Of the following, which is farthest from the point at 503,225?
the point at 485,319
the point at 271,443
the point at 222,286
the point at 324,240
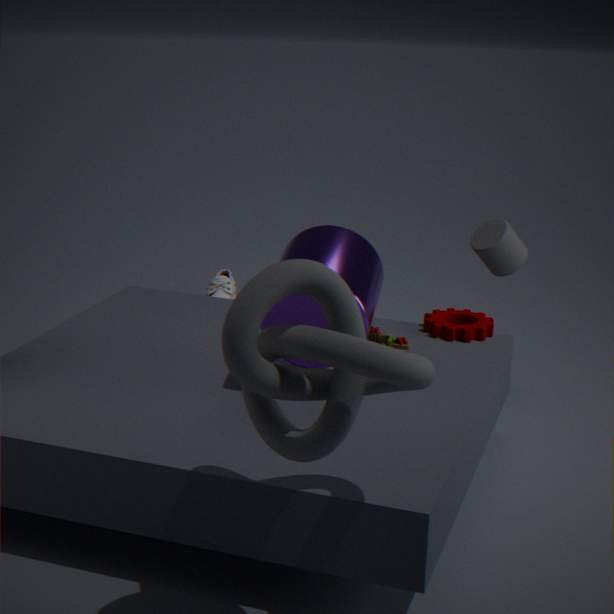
the point at 271,443
